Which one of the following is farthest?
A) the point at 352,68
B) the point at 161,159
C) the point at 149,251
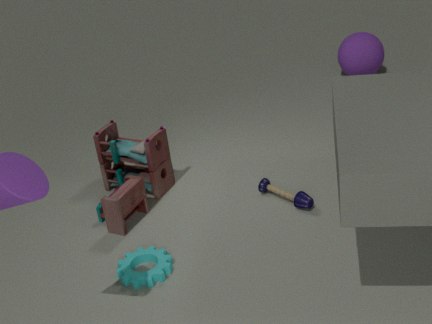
the point at 352,68
